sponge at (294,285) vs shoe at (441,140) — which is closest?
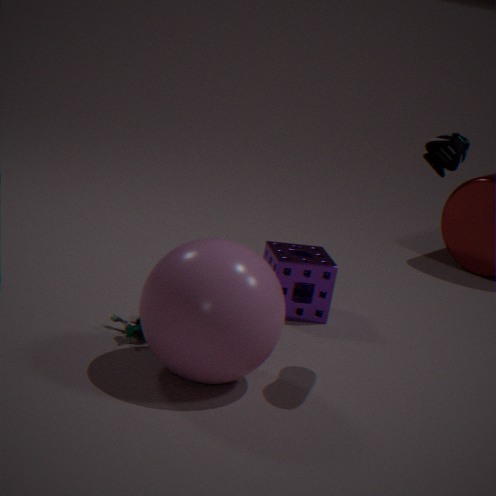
shoe at (441,140)
